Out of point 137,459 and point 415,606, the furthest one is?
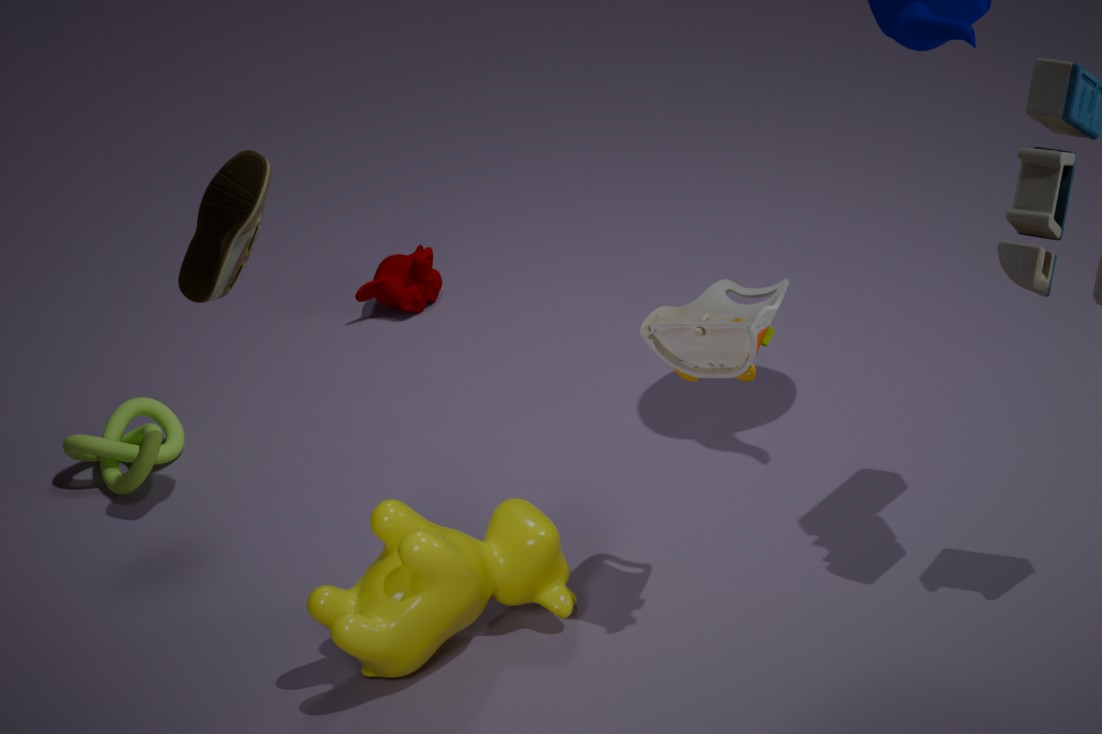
point 137,459
